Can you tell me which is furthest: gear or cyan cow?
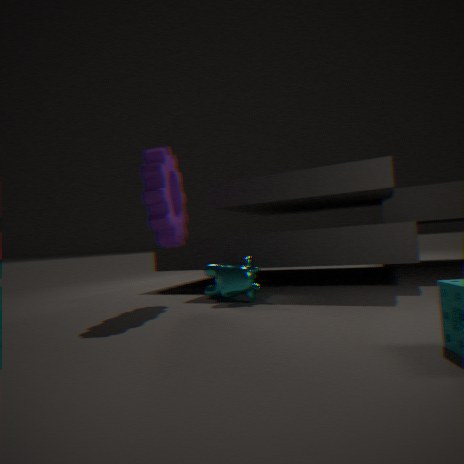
cyan cow
